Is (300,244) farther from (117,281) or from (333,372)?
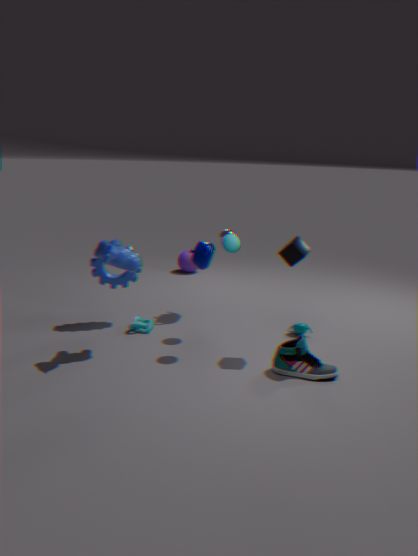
(117,281)
